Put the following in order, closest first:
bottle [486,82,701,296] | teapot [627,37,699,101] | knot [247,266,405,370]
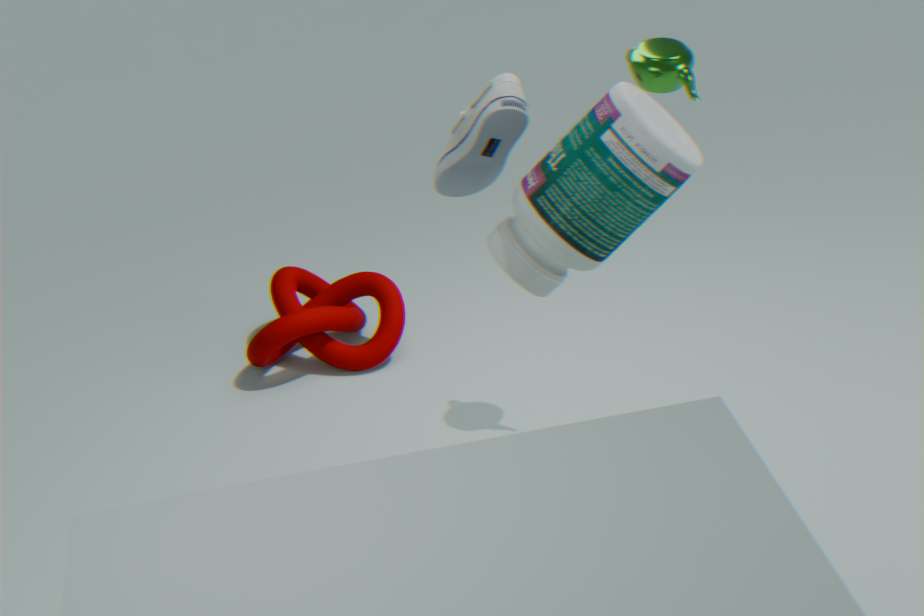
bottle [486,82,701,296] → teapot [627,37,699,101] → knot [247,266,405,370]
